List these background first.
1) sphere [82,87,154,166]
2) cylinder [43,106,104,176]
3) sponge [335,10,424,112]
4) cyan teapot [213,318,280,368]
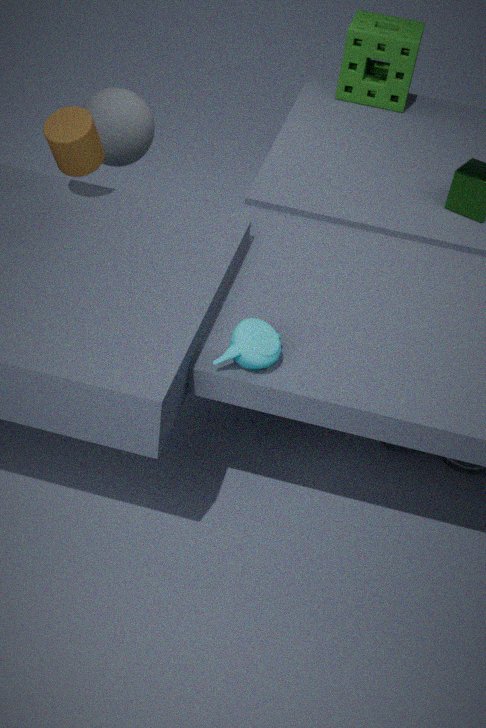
3. sponge [335,10,424,112] < 1. sphere [82,87,154,166] < 2. cylinder [43,106,104,176] < 4. cyan teapot [213,318,280,368]
